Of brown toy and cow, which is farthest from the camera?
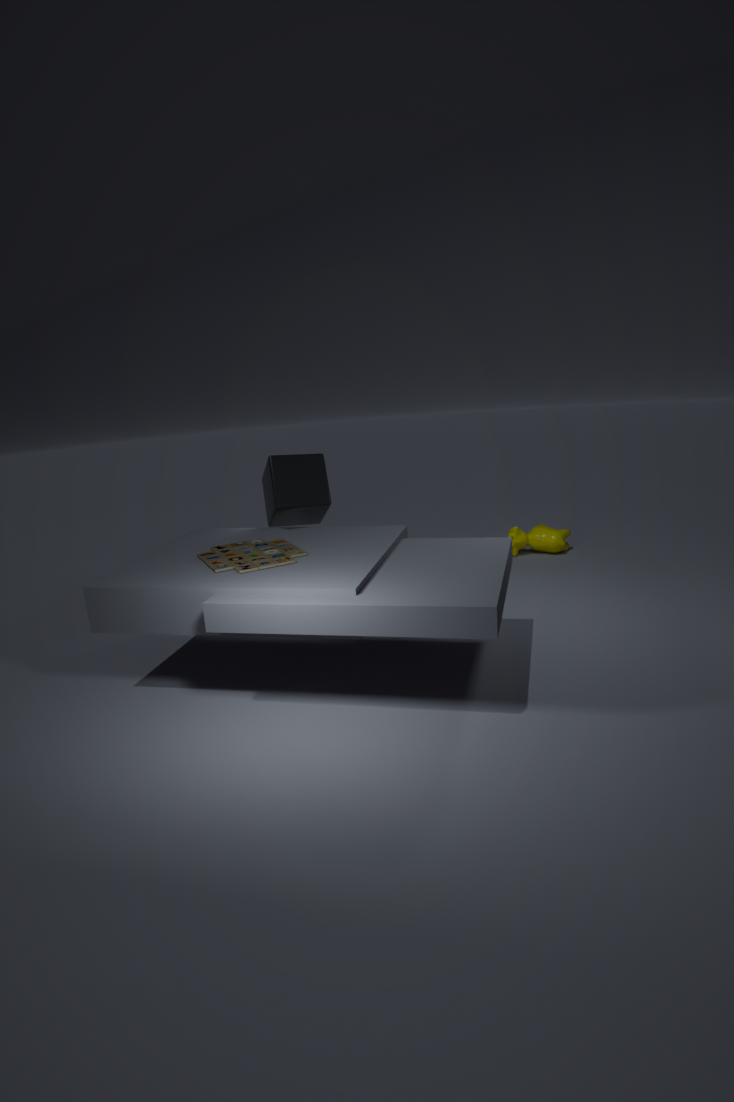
cow
